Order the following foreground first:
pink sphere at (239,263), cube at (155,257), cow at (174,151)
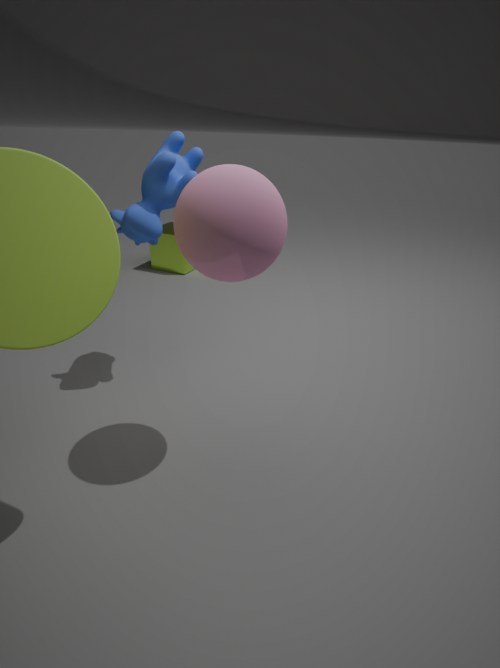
pink sphere at (239,263) → cow at (174,151) → cube at (155,257)
